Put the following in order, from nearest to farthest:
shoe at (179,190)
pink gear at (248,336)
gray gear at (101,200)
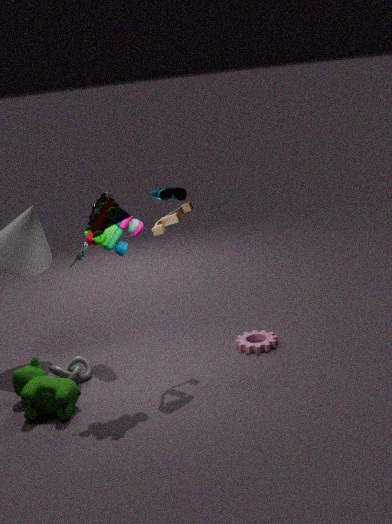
shoe at (179,190), pink gear at (248,336), gray gear at (101,200)
